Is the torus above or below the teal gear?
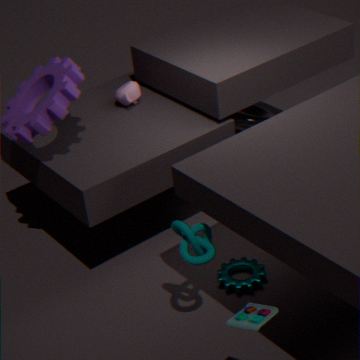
above
